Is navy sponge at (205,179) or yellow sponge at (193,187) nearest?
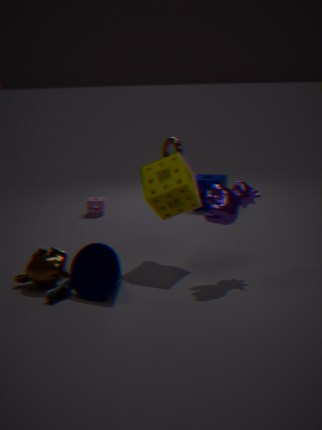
yellow sponge at (193,187)
